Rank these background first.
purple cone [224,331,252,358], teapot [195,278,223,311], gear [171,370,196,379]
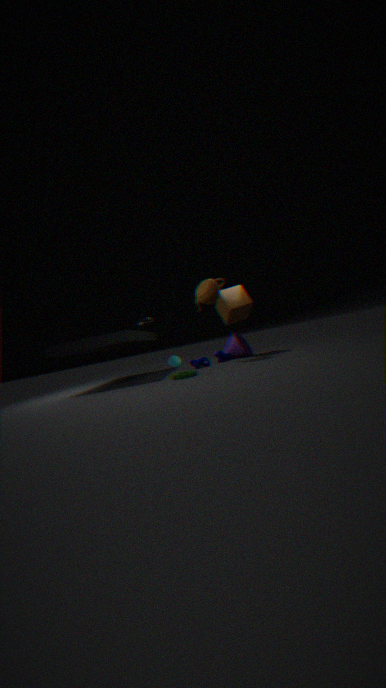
purple cone [224,331,252,358]
teapot [195,278,223,311]
gear [171,370,196,379]
